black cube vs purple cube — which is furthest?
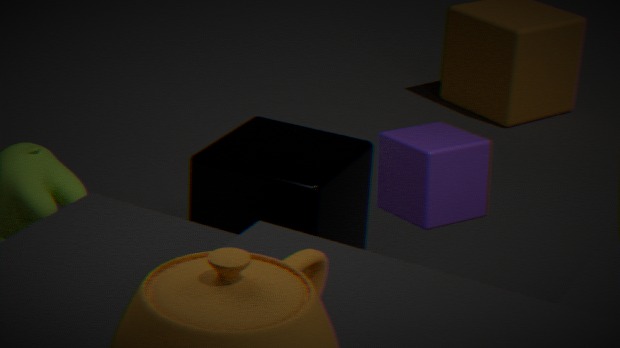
black cube
